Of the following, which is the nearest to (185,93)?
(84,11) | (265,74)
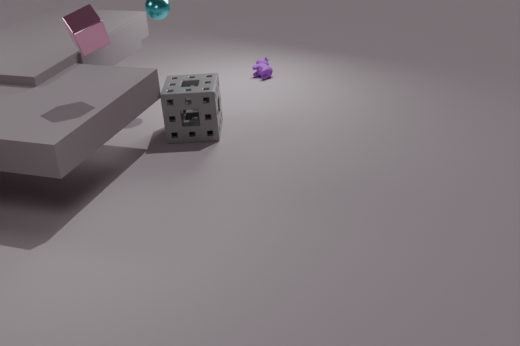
(84,11)
